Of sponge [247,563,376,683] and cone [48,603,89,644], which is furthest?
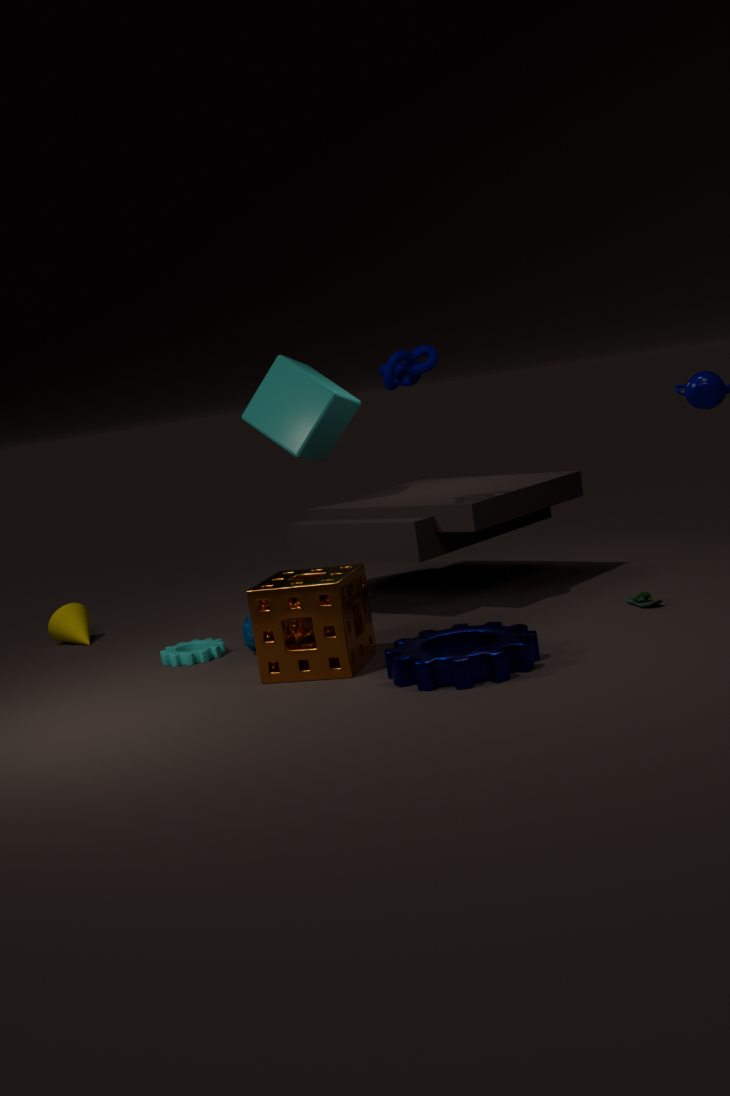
cone [48,603,89,644]
